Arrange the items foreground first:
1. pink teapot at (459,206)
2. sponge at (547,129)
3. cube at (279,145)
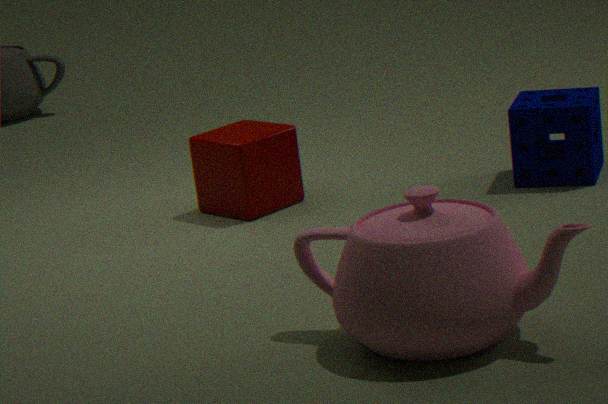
pink teapot at (459,206), sponge at (547,129), cube at (279,145)
